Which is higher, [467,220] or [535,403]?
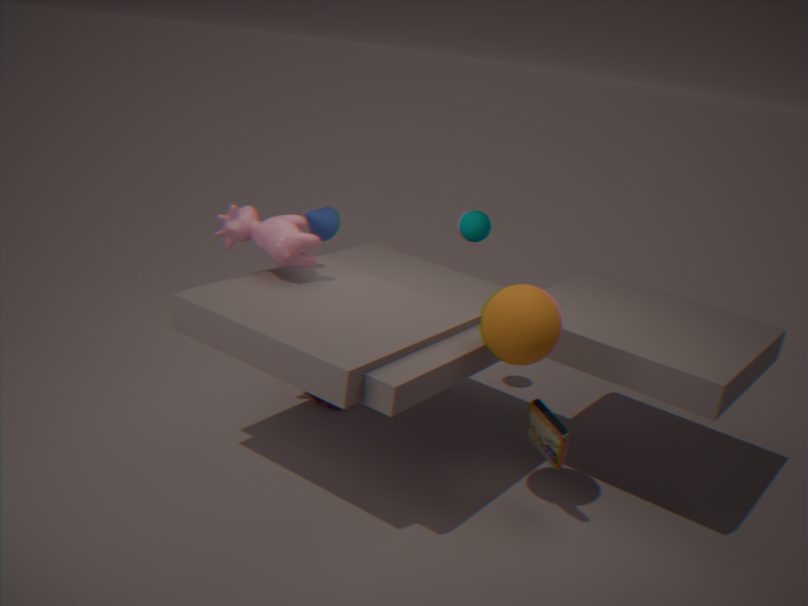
[467,220]
